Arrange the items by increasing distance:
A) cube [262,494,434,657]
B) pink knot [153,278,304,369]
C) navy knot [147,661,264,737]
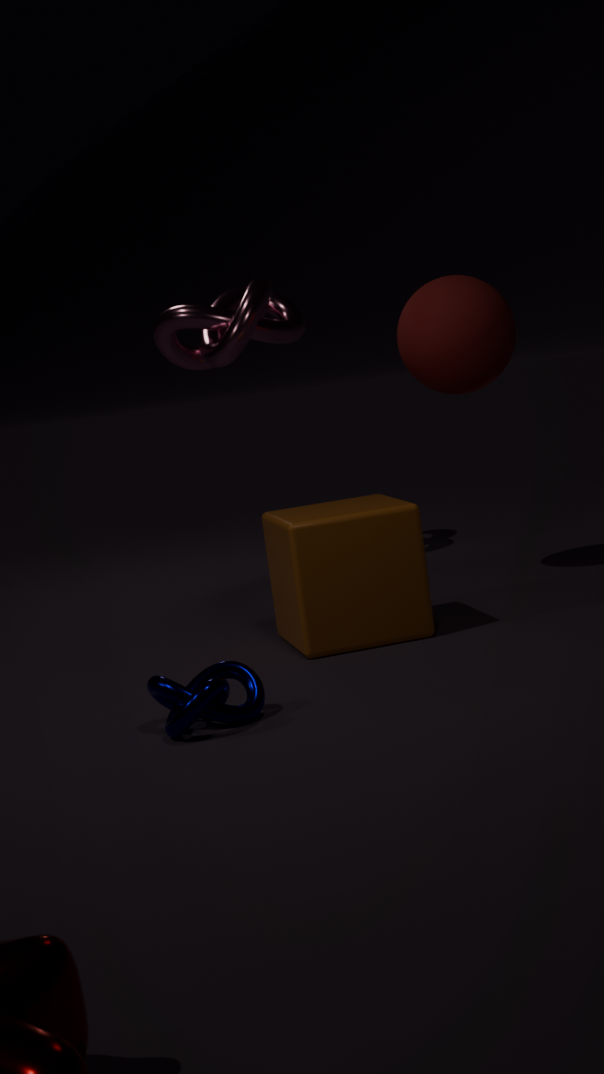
navy knot [147,661,264,737]
cube [262,494,434,657]
pink knot [153,278,304,369]
